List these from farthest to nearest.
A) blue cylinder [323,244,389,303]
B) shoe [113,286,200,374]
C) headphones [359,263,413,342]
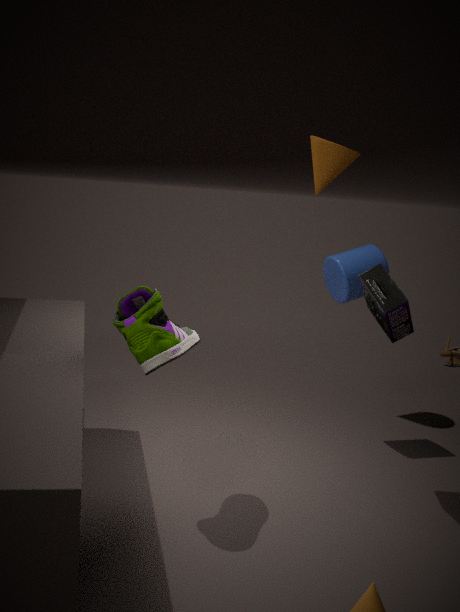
blue cylinder [323,244,389,303] → headphones [359,263,413,342] → shoe [113,286,200,374]
